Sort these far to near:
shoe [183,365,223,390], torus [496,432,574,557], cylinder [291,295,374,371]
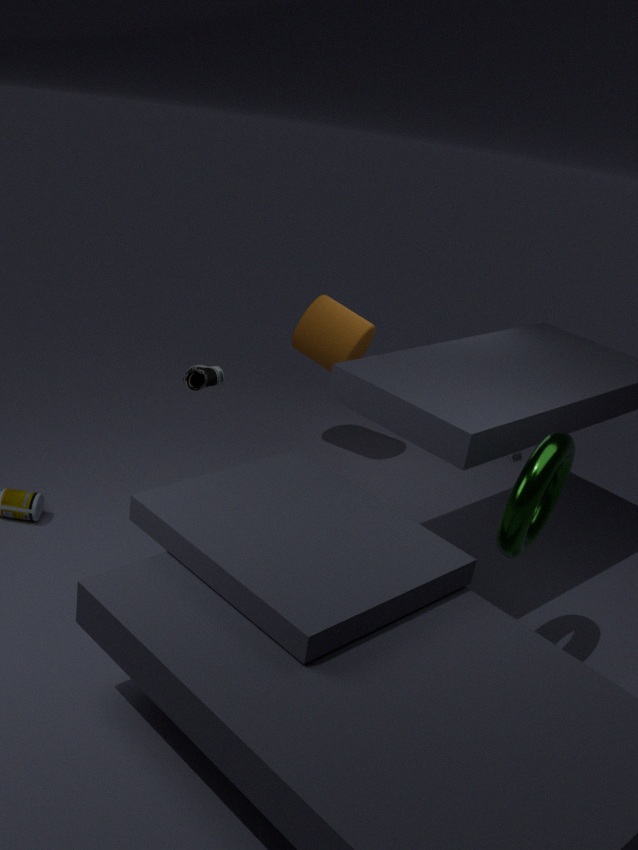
cylinder [291,295,374,371] < shoe [183,365,223,390] < torus [496,432,574,557]
